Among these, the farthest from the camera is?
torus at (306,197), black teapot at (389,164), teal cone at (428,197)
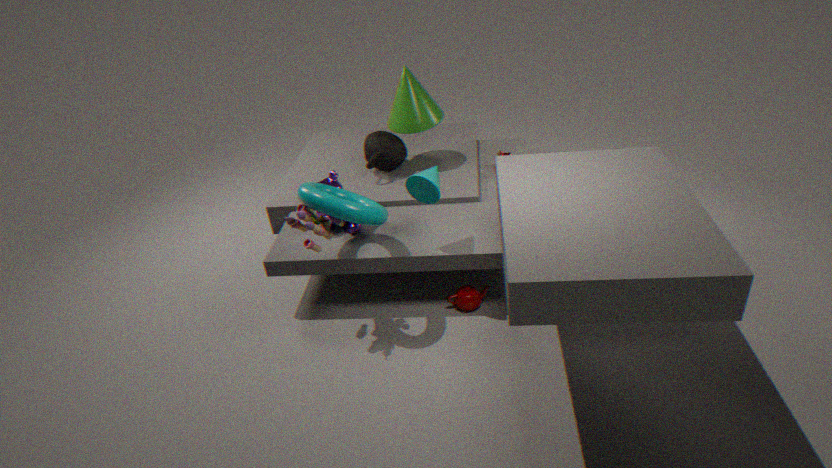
black teapot at (389,164)
